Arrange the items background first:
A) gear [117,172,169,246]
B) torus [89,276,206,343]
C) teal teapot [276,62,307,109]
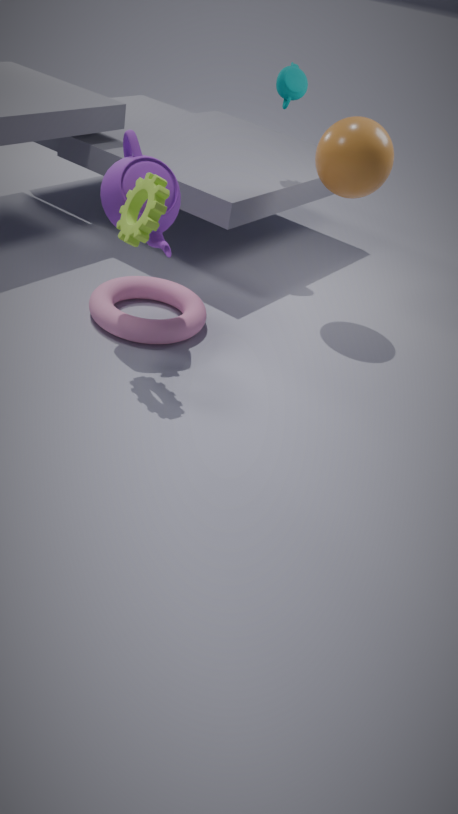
teal teapot [276,62,307,109] < torus [89,276,206,343] < gear [117,172,169,246]
